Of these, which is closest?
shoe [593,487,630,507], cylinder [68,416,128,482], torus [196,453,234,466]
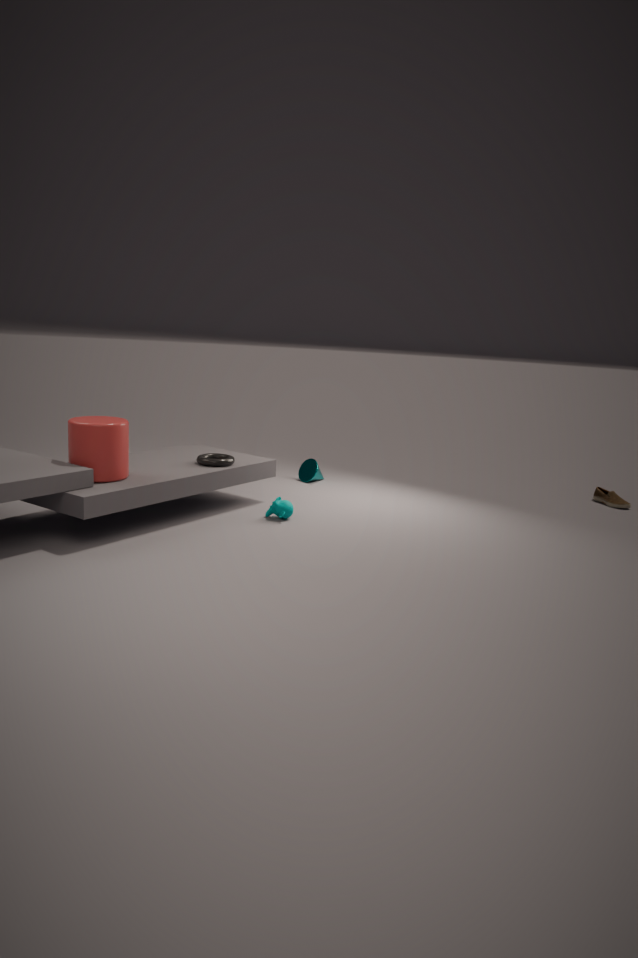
cylinder [68,416,128,482]
